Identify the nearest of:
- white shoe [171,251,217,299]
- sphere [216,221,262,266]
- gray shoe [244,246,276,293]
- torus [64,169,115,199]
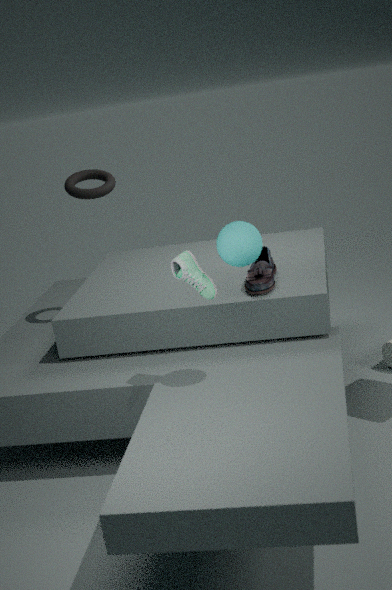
sphere [216,221,262,266]
